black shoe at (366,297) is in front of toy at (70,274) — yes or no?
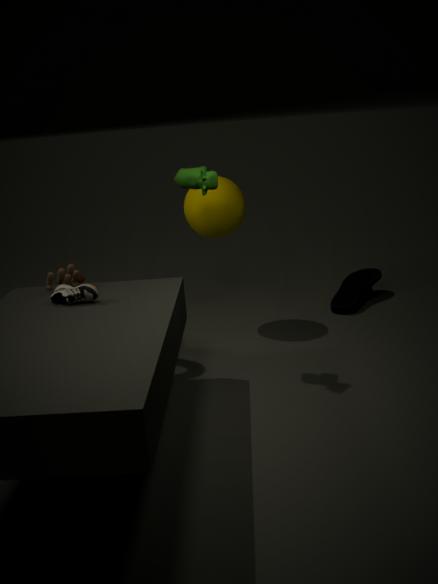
No
